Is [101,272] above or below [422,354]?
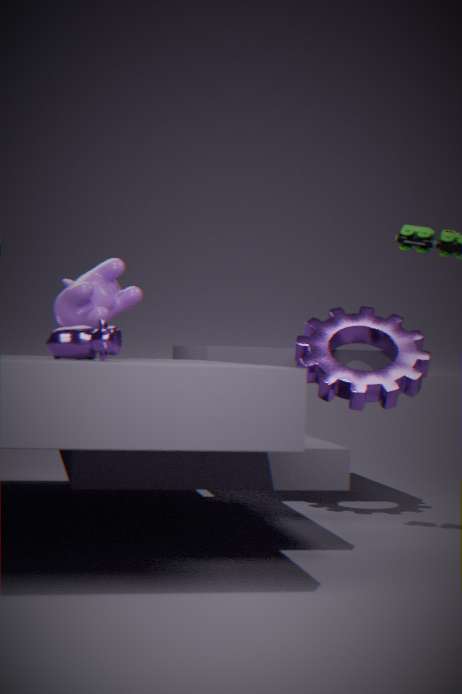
above
